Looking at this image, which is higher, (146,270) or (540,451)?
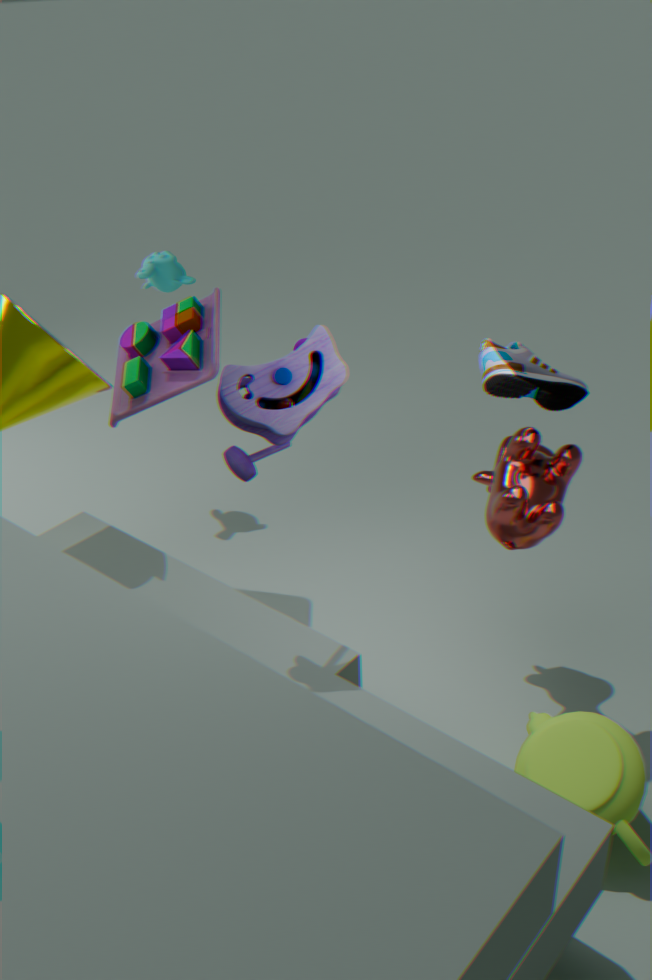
(146,270)
